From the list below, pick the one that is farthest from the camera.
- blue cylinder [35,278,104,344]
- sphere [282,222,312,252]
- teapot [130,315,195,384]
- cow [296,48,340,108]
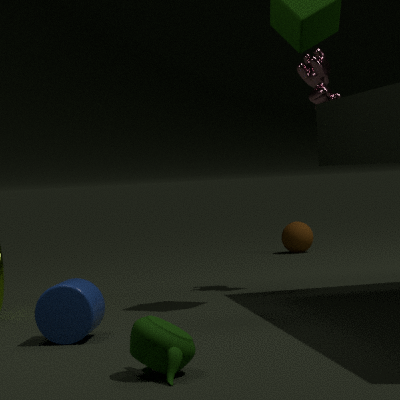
sphere [282,222,312,252]
